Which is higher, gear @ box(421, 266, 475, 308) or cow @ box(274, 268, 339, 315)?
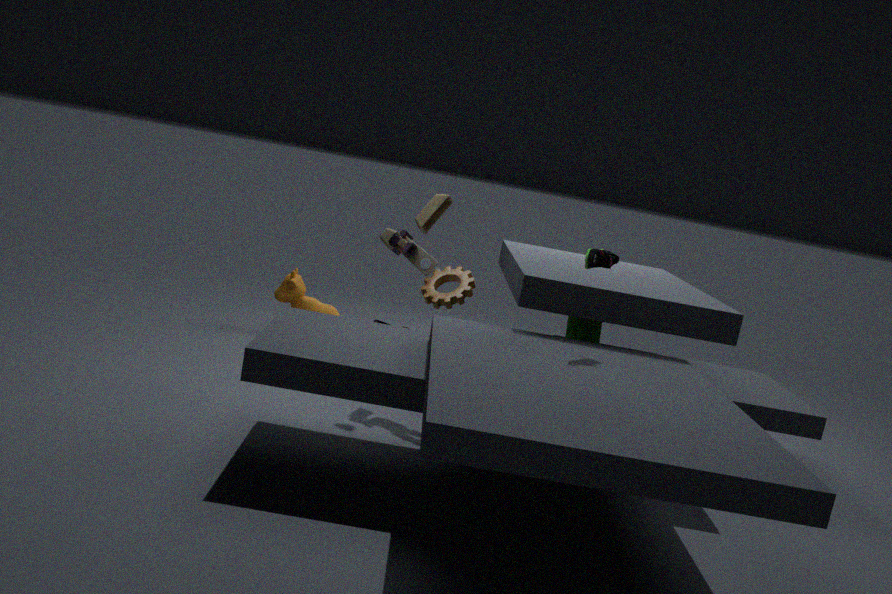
gear @ box(421, 266, 475, 308)
